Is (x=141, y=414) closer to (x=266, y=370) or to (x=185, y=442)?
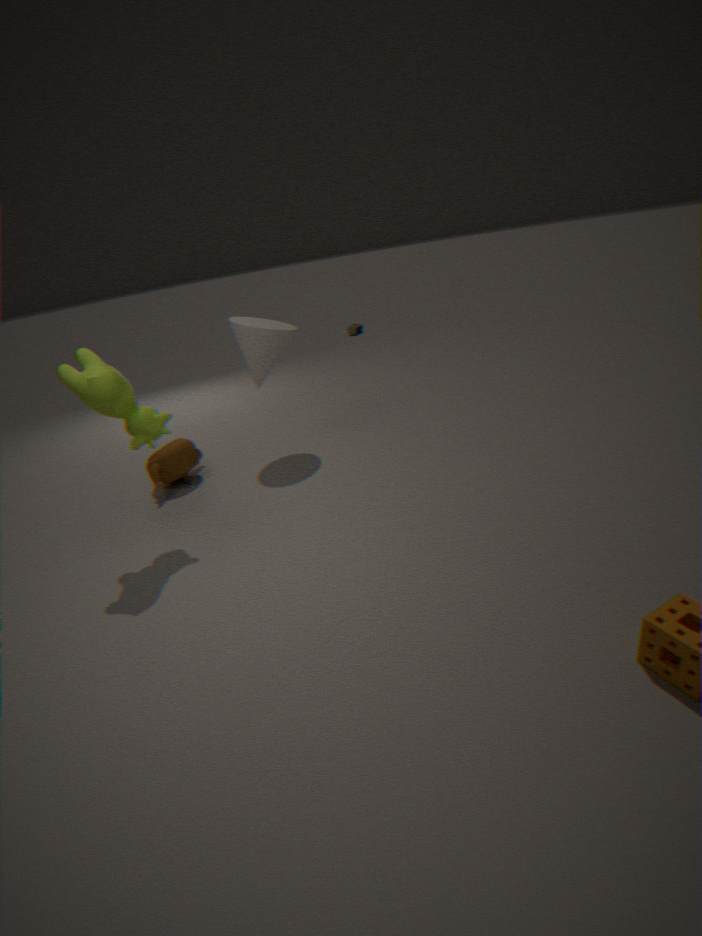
(x=185, y=442)
